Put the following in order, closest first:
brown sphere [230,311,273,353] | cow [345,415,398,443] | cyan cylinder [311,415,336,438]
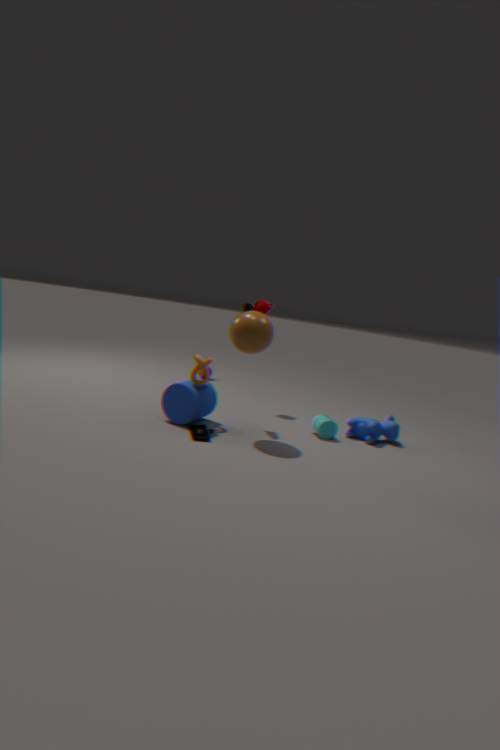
brown sphere [230,311,273,353] < cyan cylinder [311,415,336,438] < cow [345,415,398,443]
